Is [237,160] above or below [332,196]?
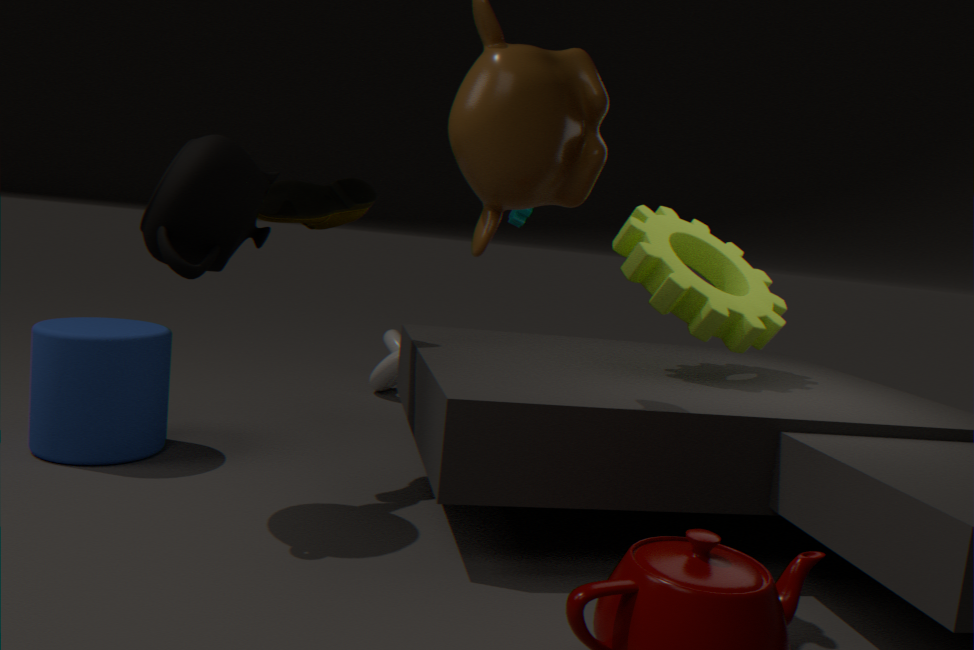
below
